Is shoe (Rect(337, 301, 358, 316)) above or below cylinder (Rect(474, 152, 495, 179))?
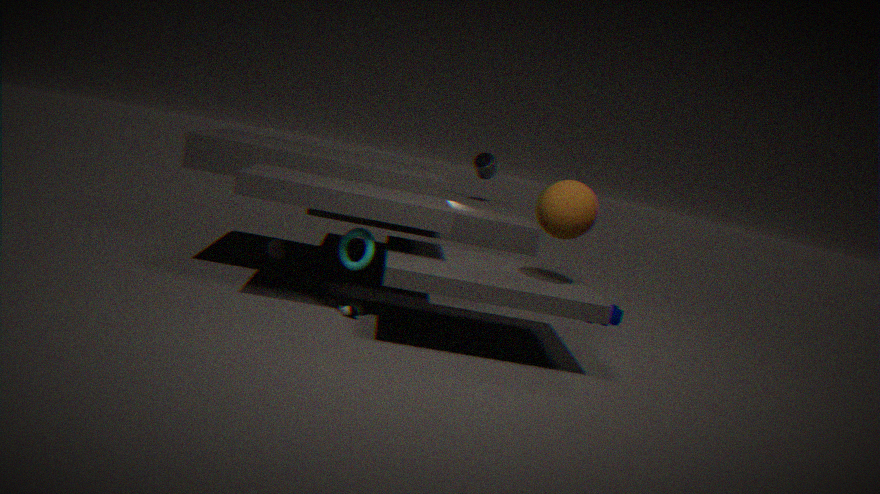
below
